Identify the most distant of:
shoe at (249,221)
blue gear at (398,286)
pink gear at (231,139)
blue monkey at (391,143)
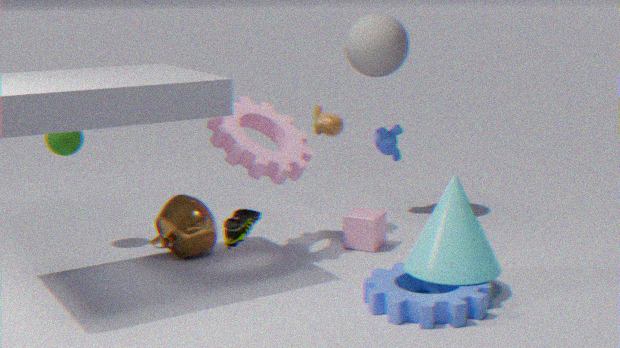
blue monkey at (391,143)
